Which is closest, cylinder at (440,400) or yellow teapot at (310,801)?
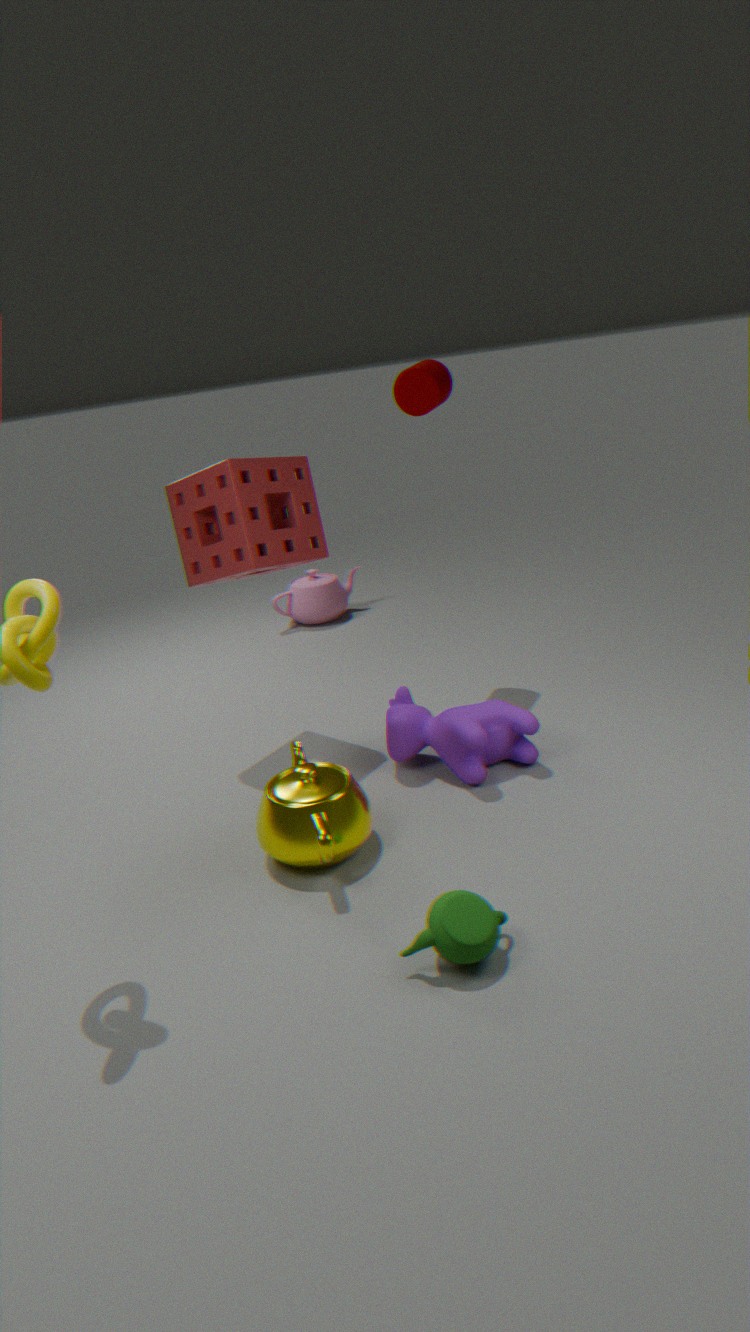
yellow teapot at (310,801)
